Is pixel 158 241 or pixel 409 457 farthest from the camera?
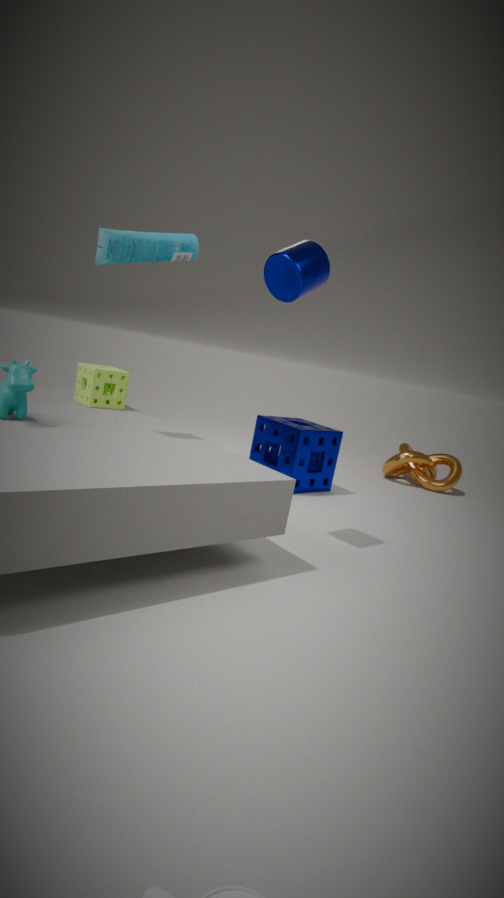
pixel 409 457
